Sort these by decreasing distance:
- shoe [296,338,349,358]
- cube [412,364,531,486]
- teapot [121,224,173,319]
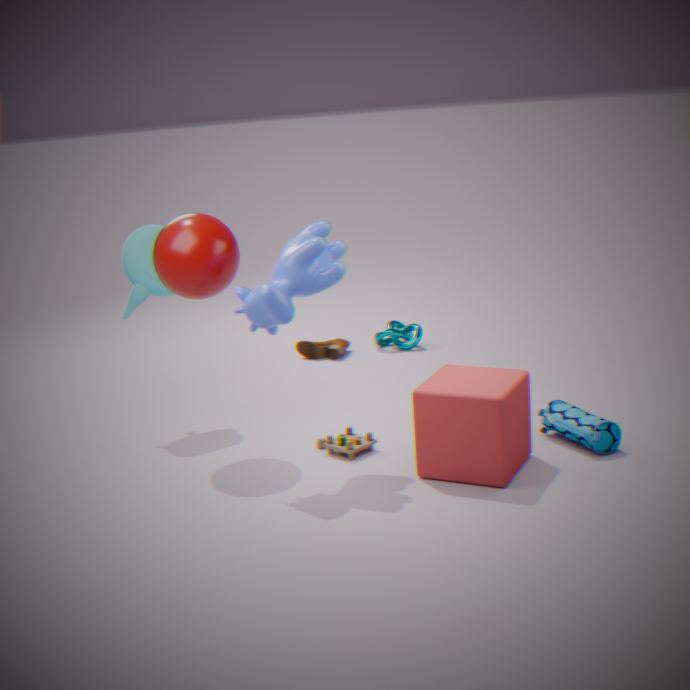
shoe [296,338,349,358], teapot [121,224,173,319], cube [412,364,531,486]
